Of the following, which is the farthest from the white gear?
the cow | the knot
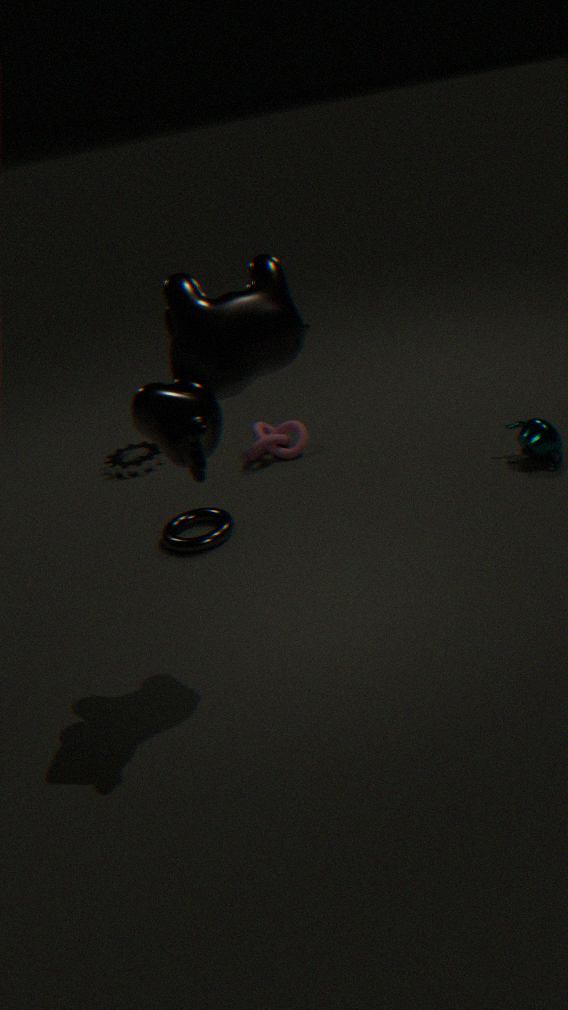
the cow
